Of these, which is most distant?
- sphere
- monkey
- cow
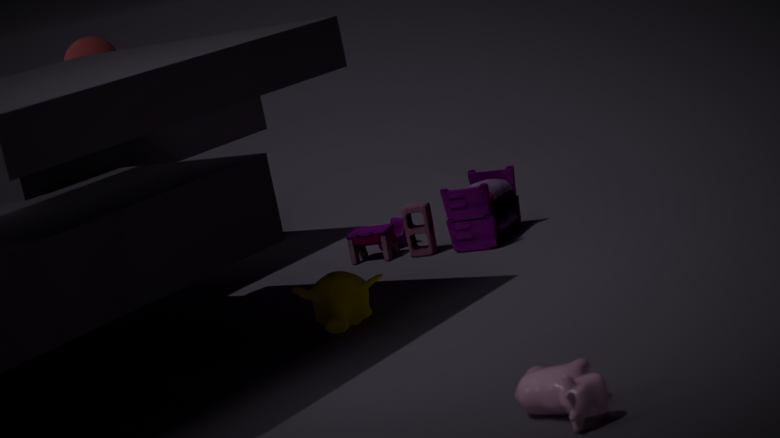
sphere
